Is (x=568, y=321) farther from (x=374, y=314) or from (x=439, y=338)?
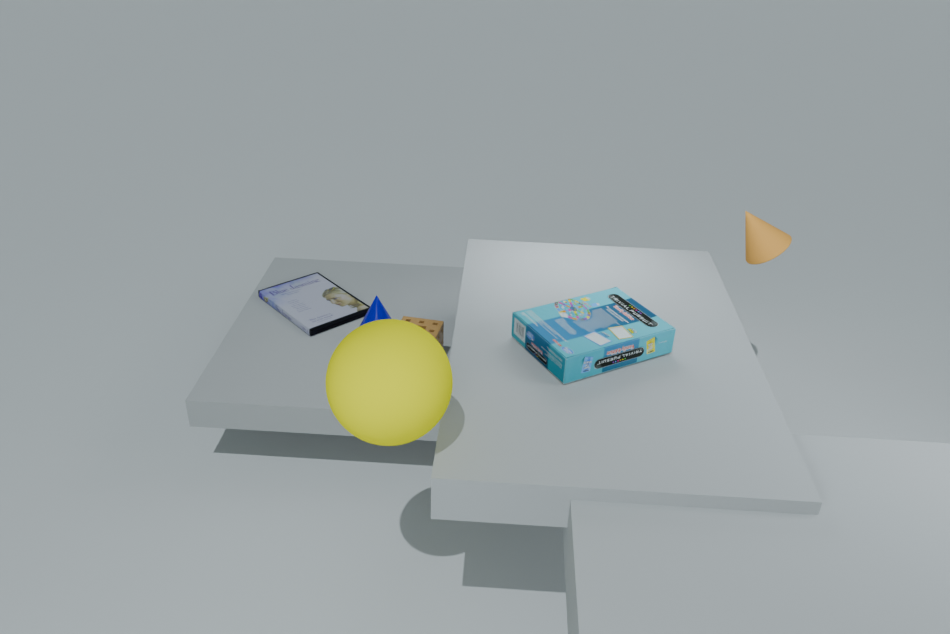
(x=374, y=314)
